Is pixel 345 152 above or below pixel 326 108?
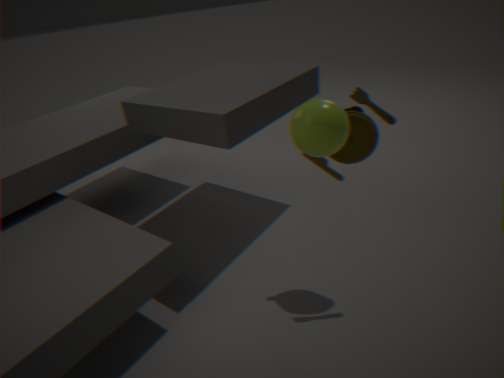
below
